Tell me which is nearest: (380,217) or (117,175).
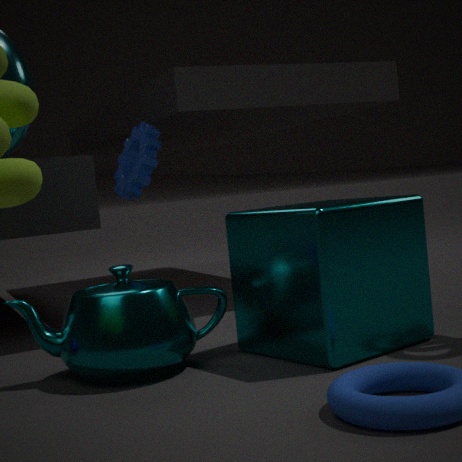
(380,217)
